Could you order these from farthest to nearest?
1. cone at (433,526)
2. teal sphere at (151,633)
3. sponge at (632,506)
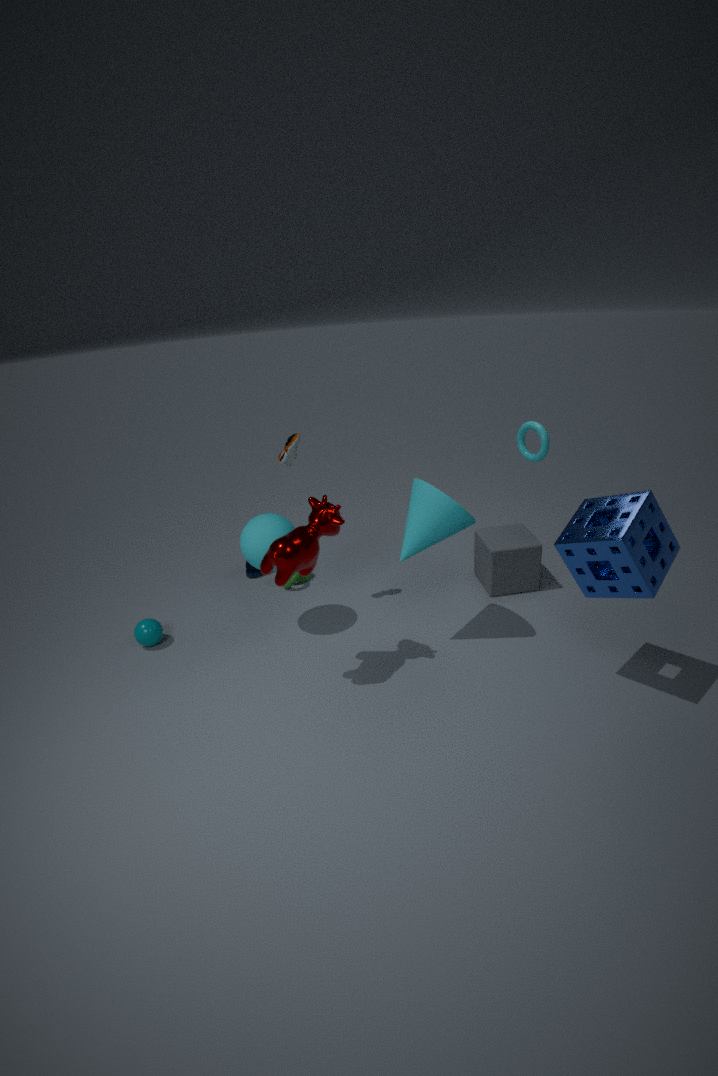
teal sphere at (151,633) < cone at (433,526) < sponge at (632,506)
